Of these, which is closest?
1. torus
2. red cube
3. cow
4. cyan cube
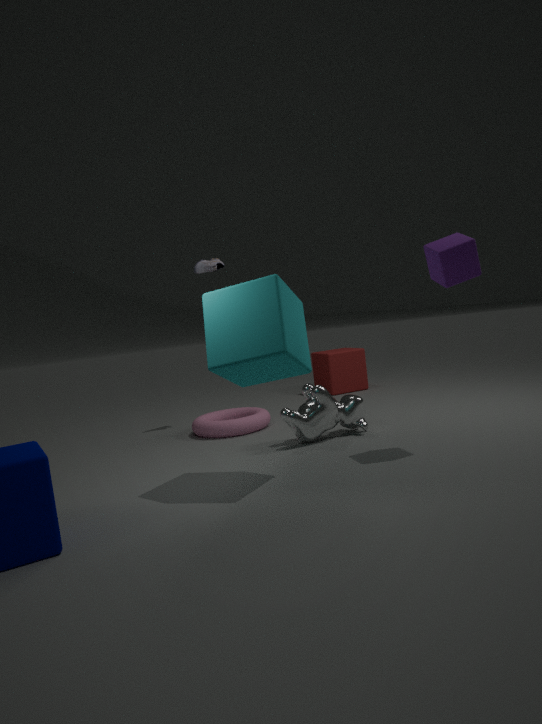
cyan cube
